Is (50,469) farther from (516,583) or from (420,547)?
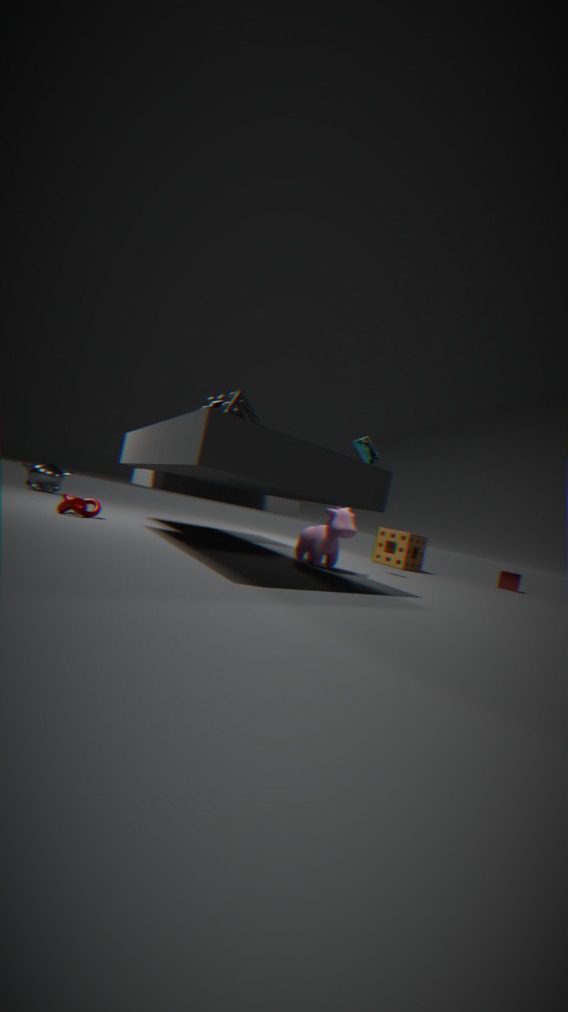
(516,583)
